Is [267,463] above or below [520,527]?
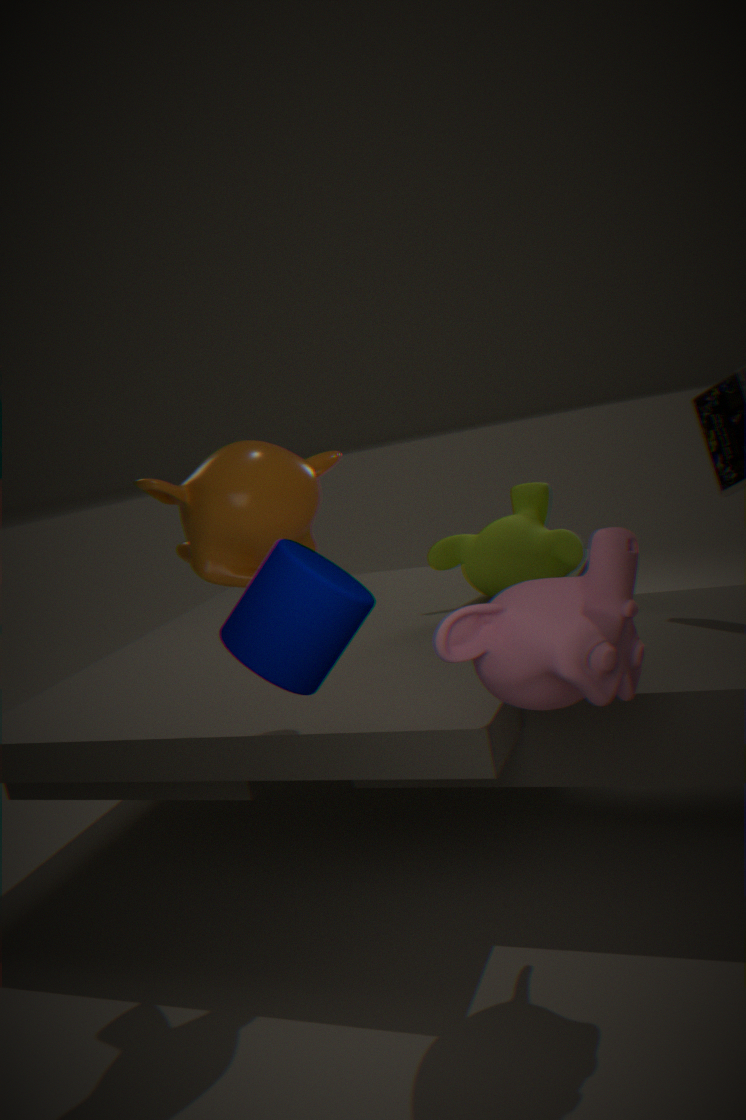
above
